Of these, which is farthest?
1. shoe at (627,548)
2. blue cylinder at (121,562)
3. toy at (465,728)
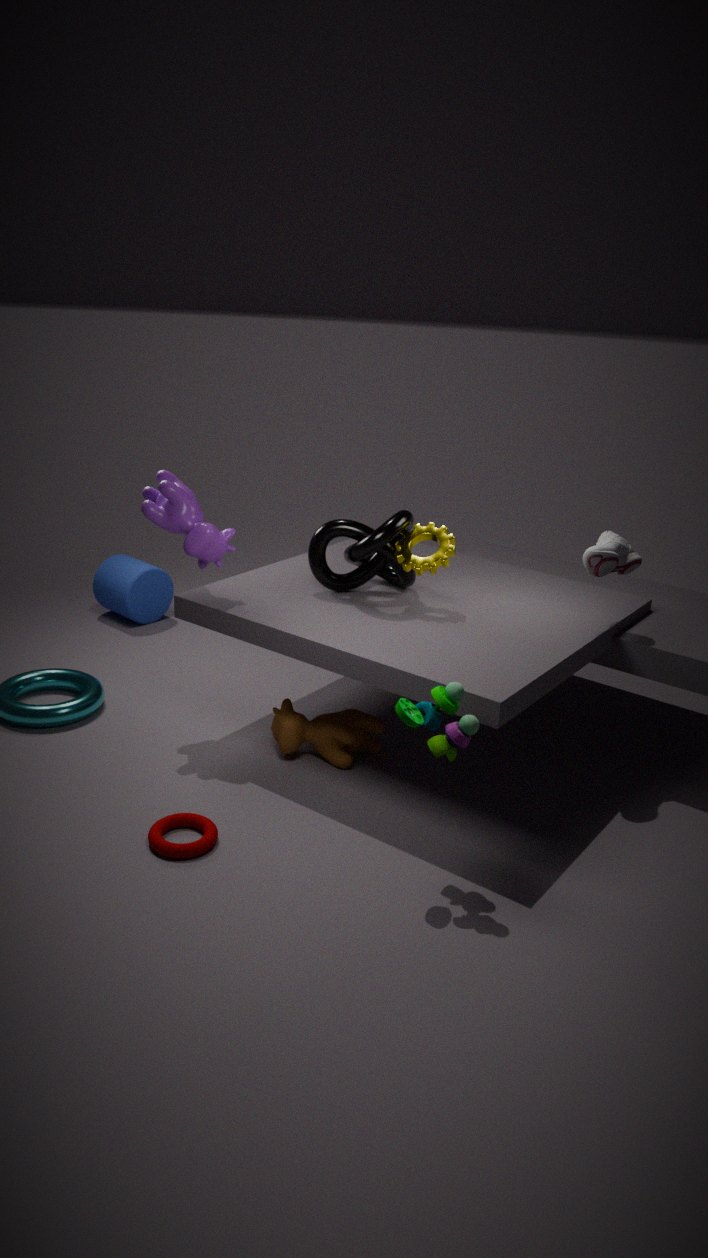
blue cylinder at (121,562)
